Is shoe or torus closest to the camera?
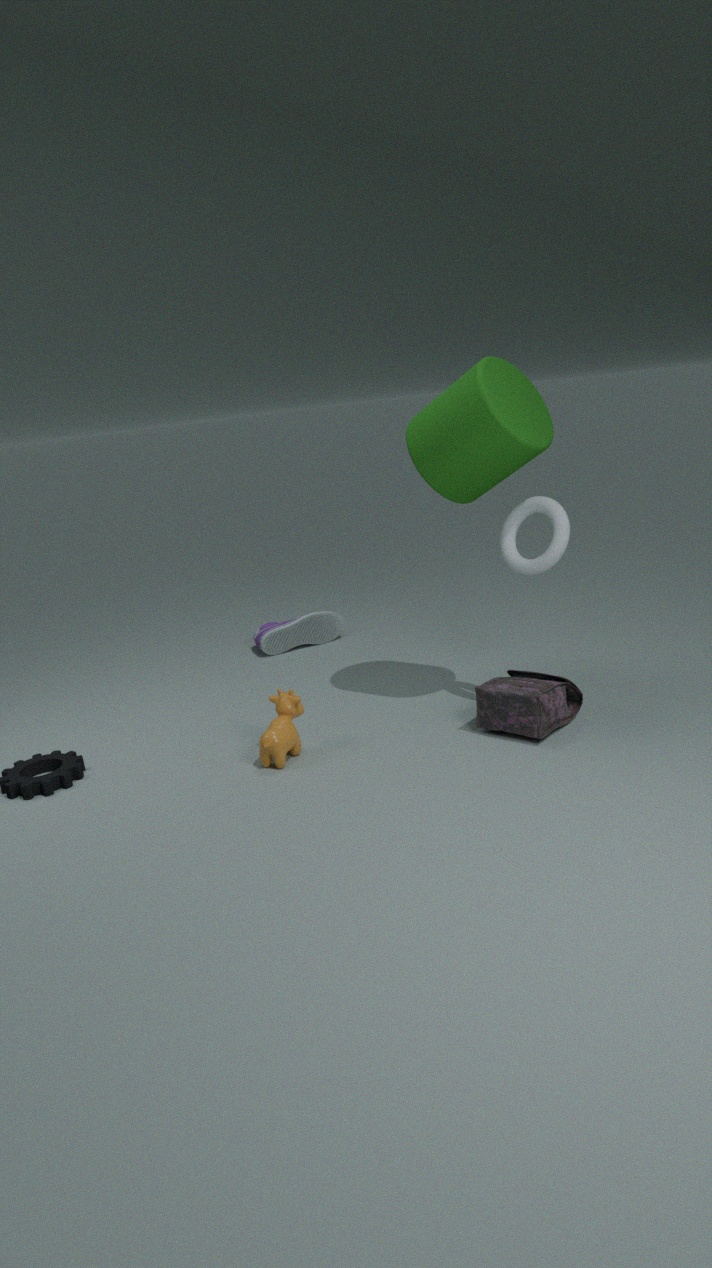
torus
